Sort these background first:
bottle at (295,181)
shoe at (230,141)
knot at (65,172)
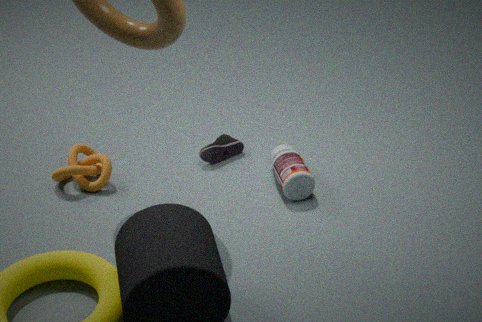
shoe at (230,141), knot at (65,172), bottle at (295,181)
